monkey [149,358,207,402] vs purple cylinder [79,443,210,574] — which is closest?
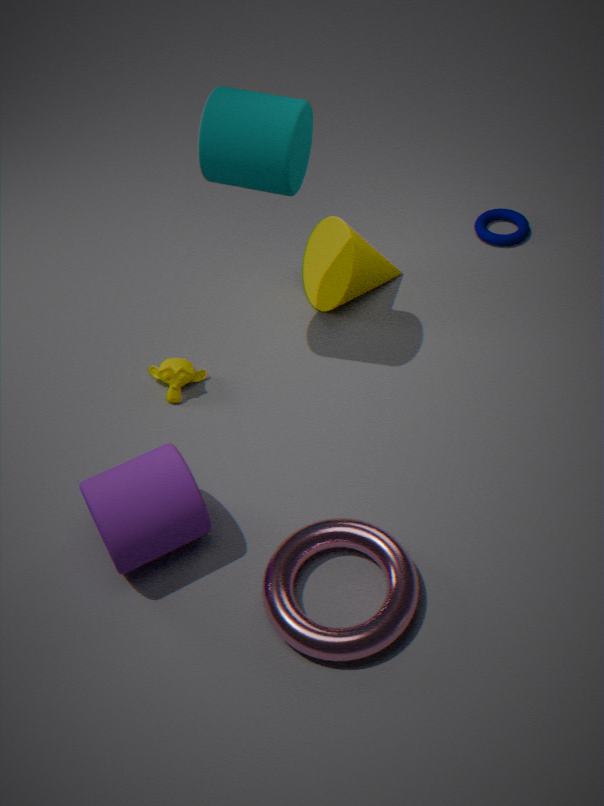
purple cylinder [79,443,210,574]
